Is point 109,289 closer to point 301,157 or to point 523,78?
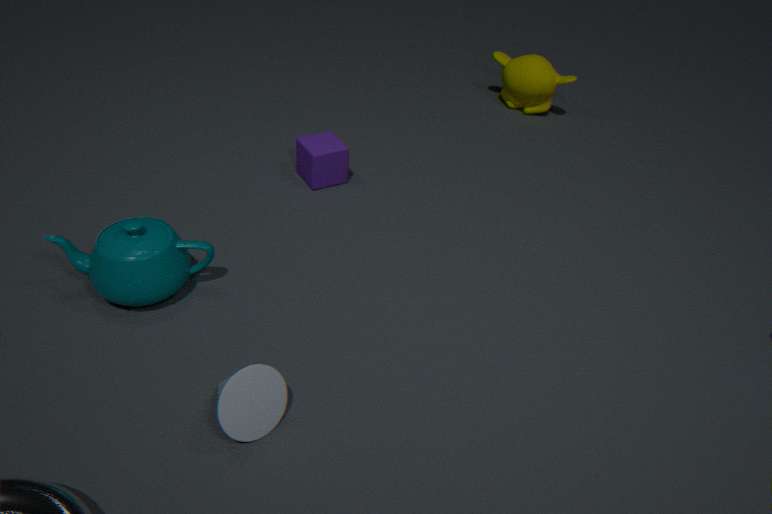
point 301,157
